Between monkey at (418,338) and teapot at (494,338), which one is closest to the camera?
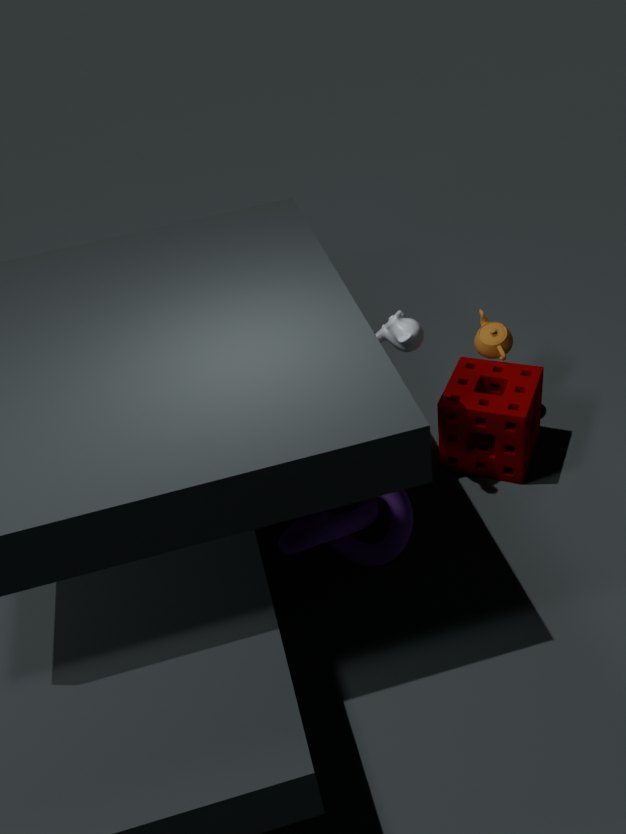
monkey at (418,338)
